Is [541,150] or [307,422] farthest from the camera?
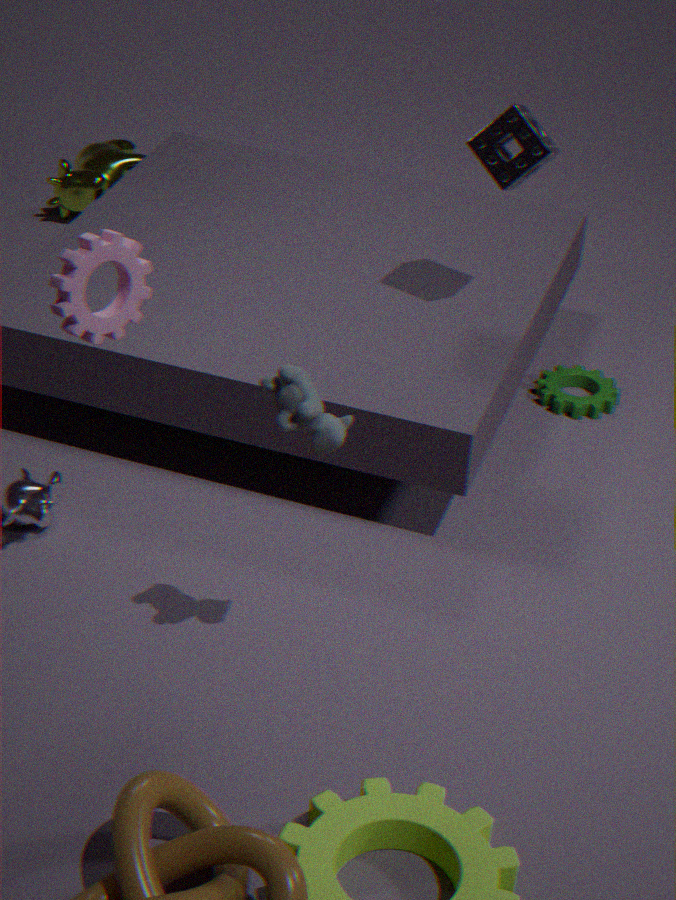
[541,150]
